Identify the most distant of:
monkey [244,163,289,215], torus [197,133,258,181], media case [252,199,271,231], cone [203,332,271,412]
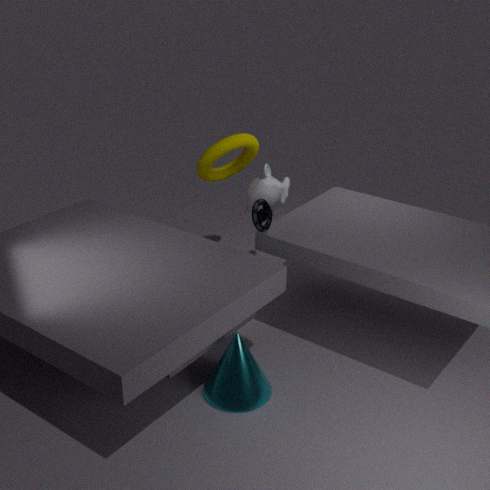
torus [197,133,258,181]
